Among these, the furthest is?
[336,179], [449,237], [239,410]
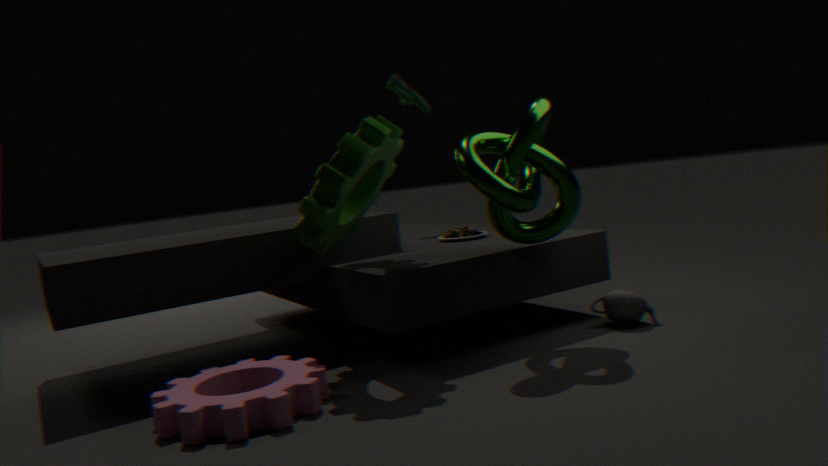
[449,237]
